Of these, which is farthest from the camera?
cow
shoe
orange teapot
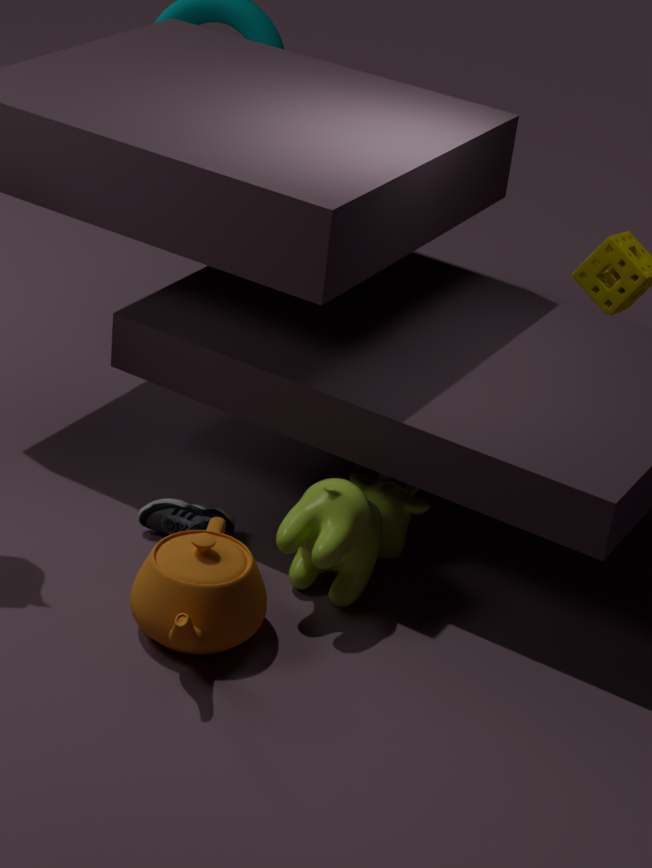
shoe
